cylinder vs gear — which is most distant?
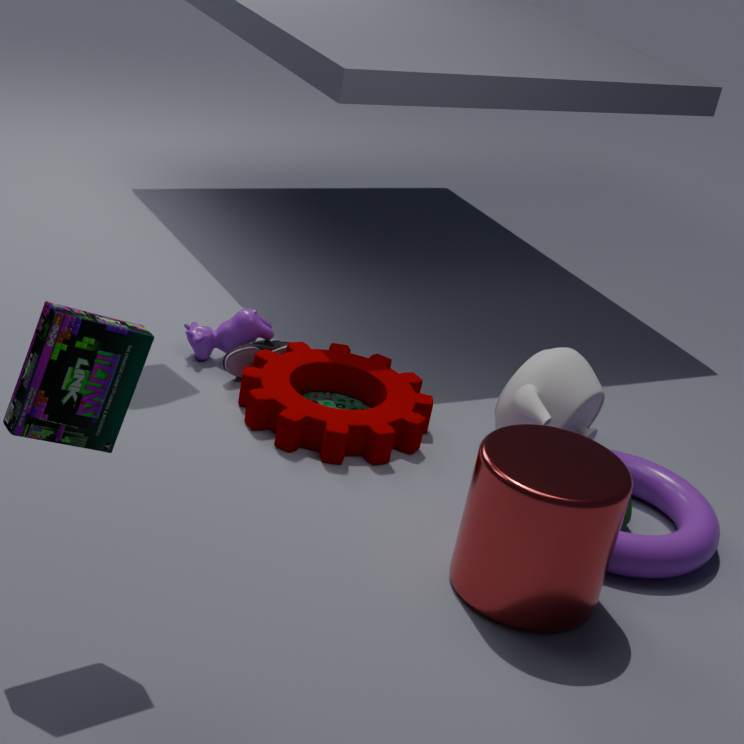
gear
